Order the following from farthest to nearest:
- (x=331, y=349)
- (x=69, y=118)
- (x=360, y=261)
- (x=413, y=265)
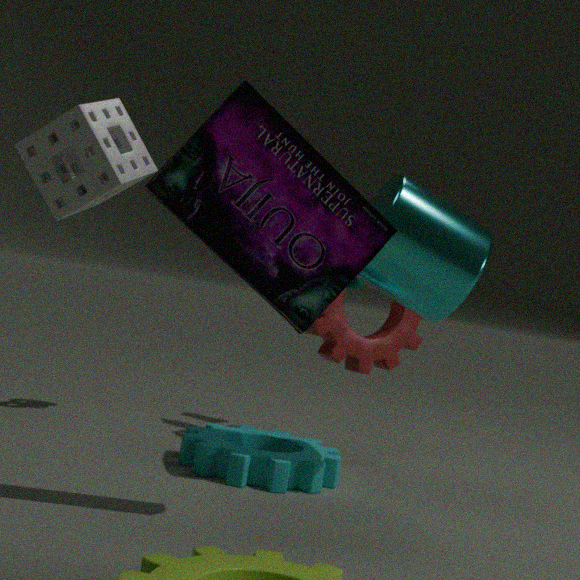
(x=331, y=349), (x=413, y=265), (x=360, y=261), (x=69, y=118)
